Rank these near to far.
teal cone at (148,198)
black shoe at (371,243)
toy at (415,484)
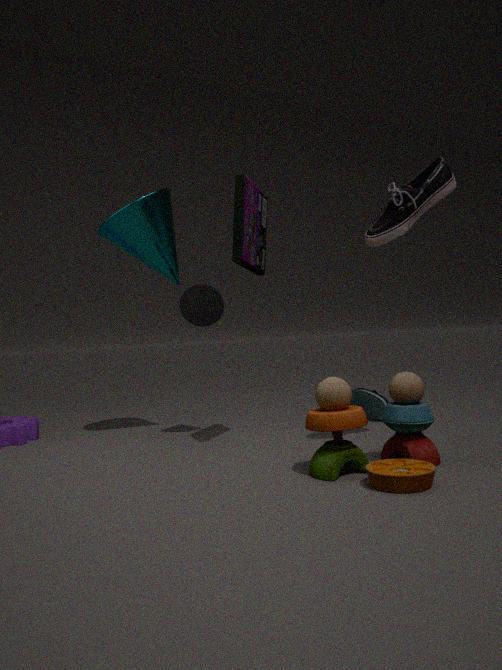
toy at (415,484), black shoe at (371,243), teal cone at (148,198)
